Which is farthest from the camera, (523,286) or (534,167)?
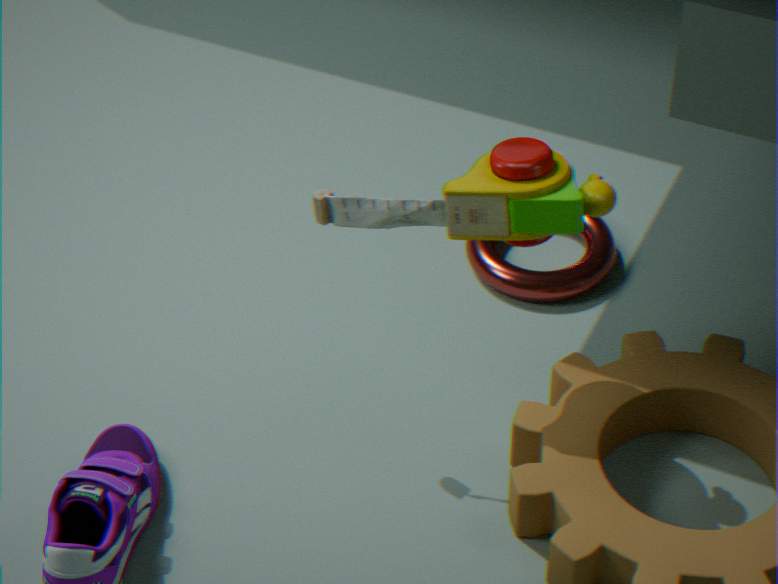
(523,286)
